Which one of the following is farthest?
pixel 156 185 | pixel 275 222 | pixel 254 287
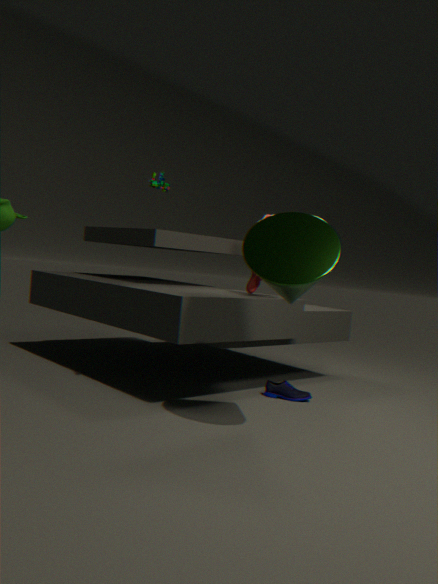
pixel 254 287
